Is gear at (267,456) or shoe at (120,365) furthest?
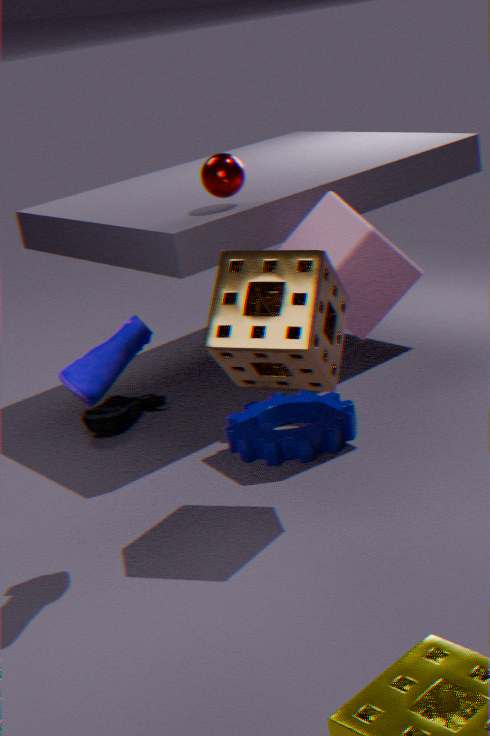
gear at (267,456)
